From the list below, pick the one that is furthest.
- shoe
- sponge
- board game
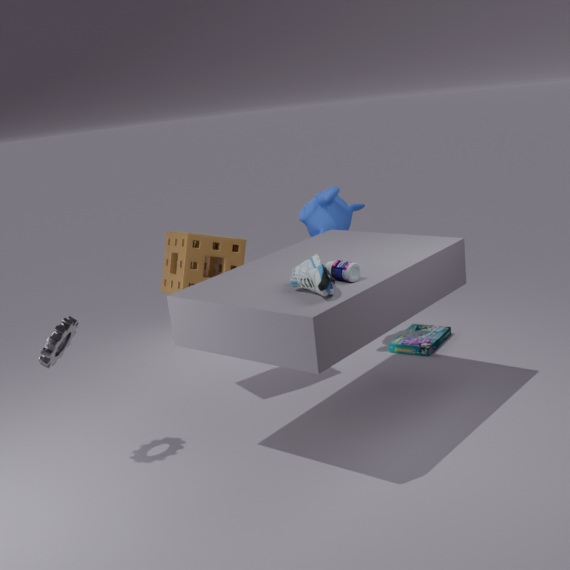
board game
